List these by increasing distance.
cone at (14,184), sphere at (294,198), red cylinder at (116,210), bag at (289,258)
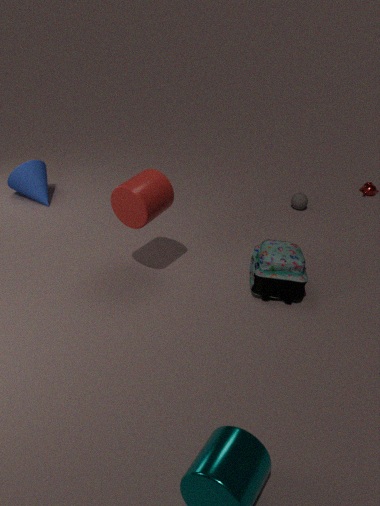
red cylinder at (116,210), bag at (289,258), cone at (14,184), sphere at (294,198)
